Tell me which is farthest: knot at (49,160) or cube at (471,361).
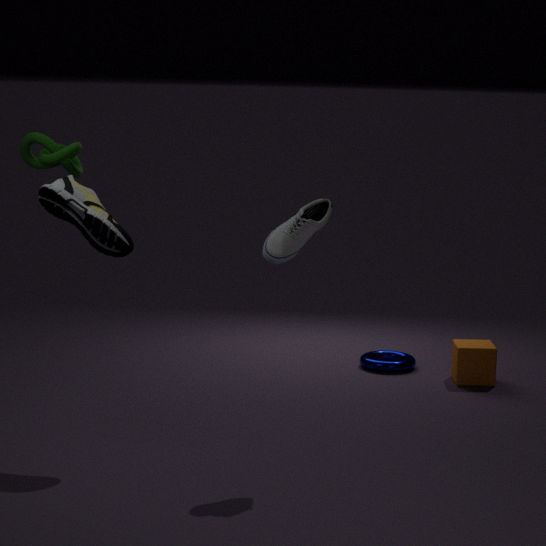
cube at (471,361)
